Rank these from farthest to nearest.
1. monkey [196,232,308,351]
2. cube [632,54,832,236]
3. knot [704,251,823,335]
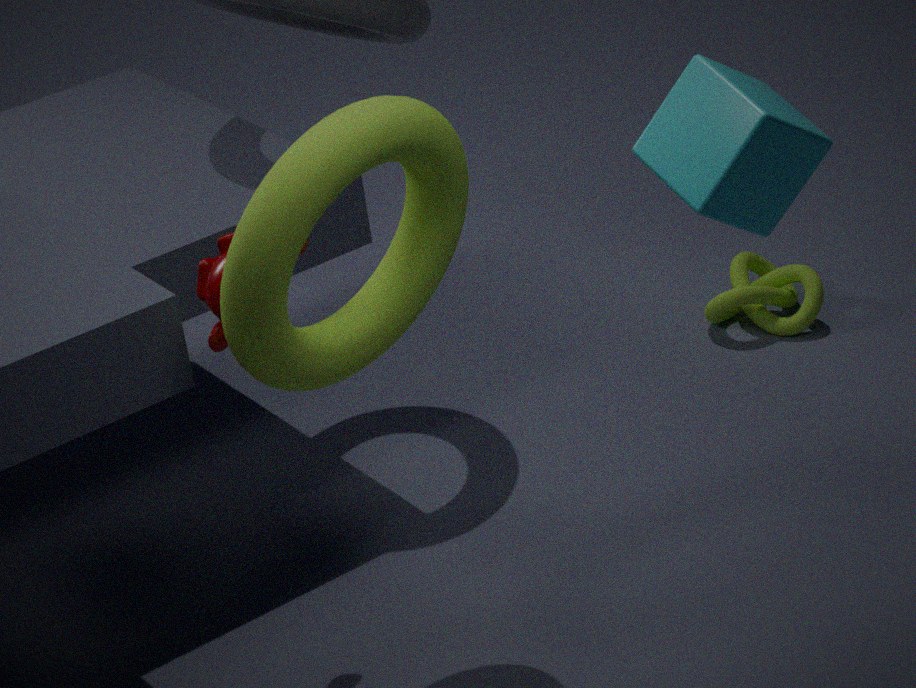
knot [704,251,823,335]
monkey [196,232,308,351]
cube [632,54,832,236]
